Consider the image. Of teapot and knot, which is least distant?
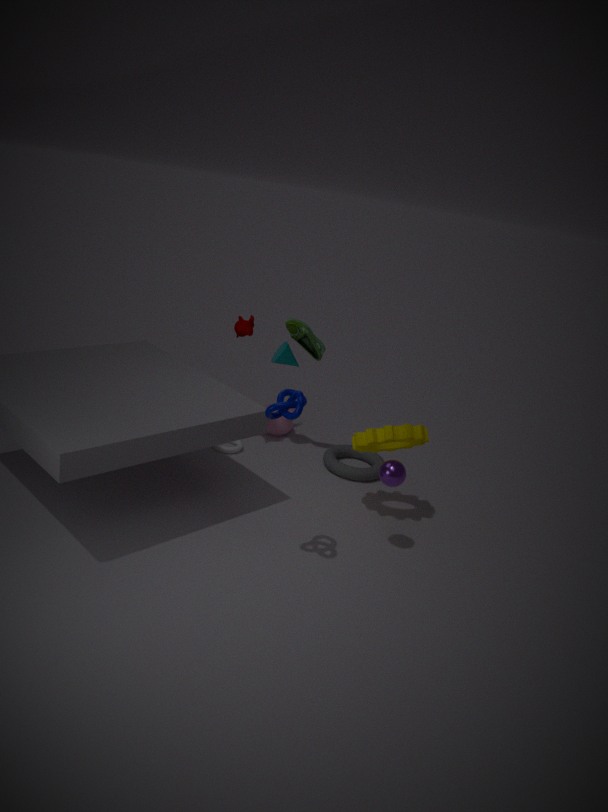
knot
